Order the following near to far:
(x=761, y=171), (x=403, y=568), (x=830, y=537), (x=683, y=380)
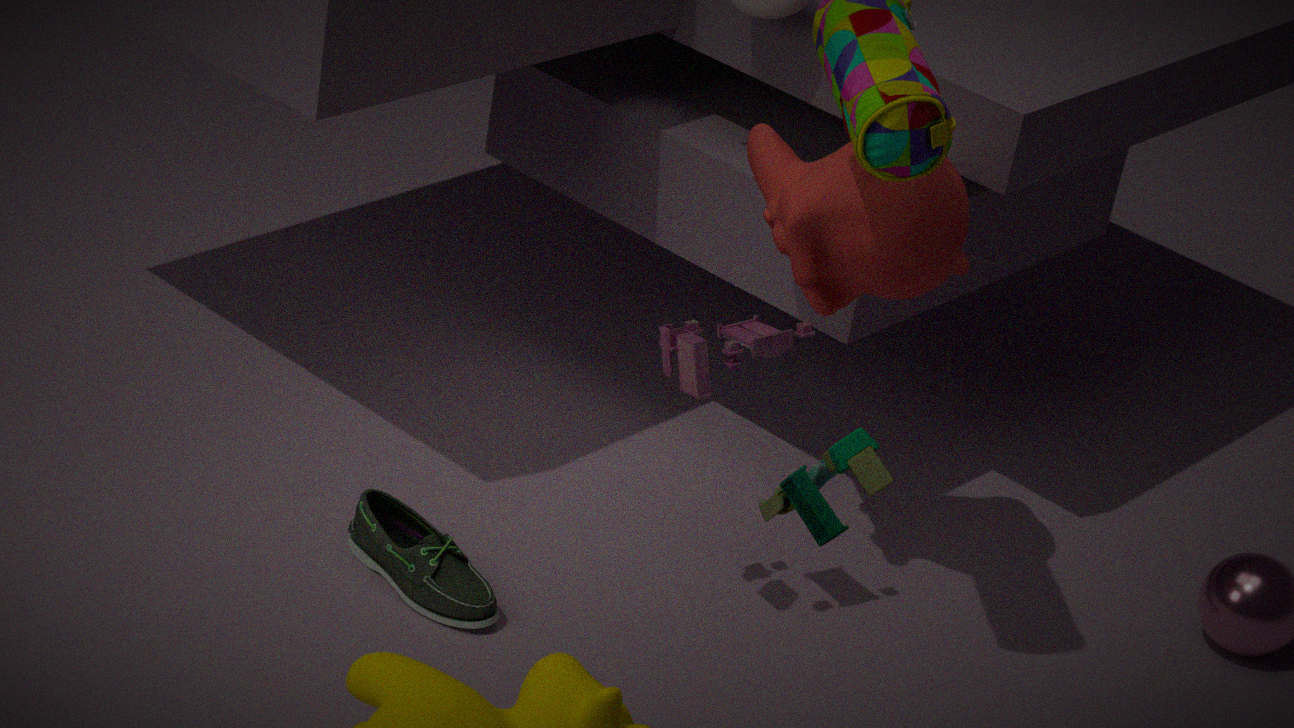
(x=830, y=537) < (x=683, y=380) < (x=403, y=568) < (x=761, y=171)
